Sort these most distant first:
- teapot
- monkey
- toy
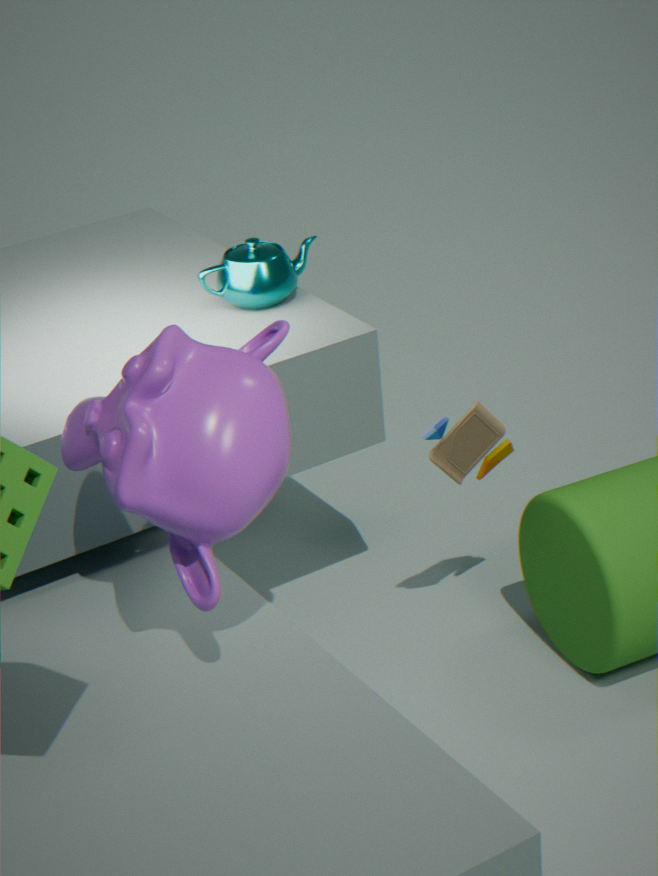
teapot, toy, monkey
